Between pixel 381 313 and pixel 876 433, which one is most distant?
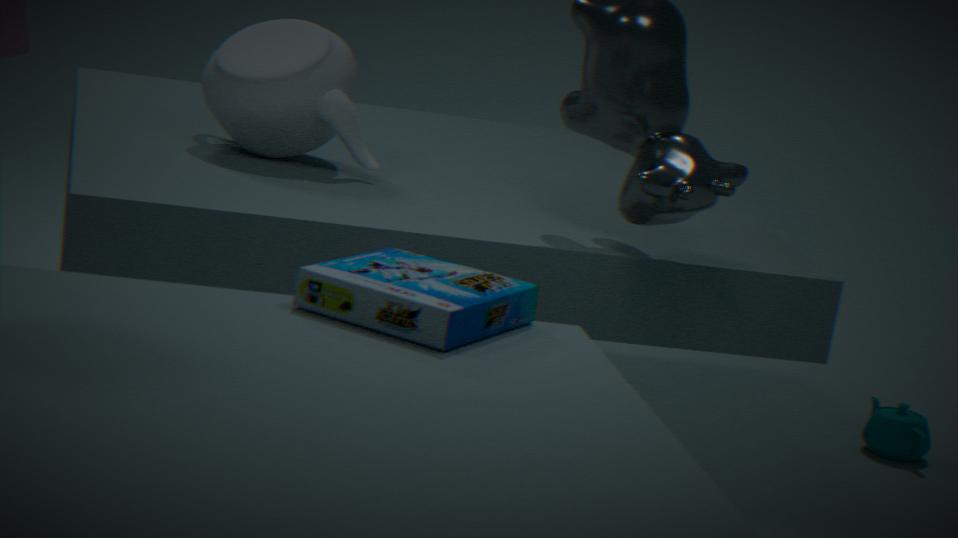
pixel 876 433
